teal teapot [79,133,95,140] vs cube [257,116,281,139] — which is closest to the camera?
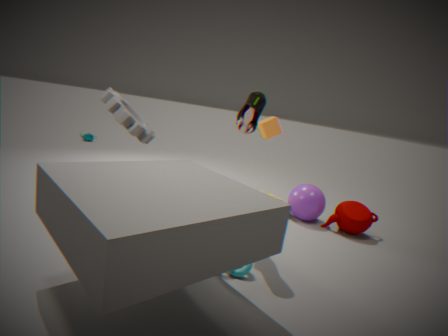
→ cube [257,116,281,139]
